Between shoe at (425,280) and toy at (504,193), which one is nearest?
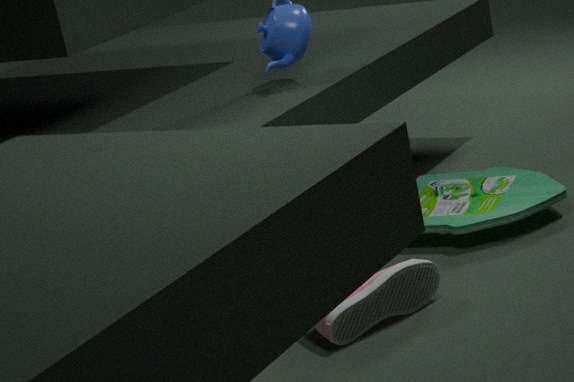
shoe at (425,280)
